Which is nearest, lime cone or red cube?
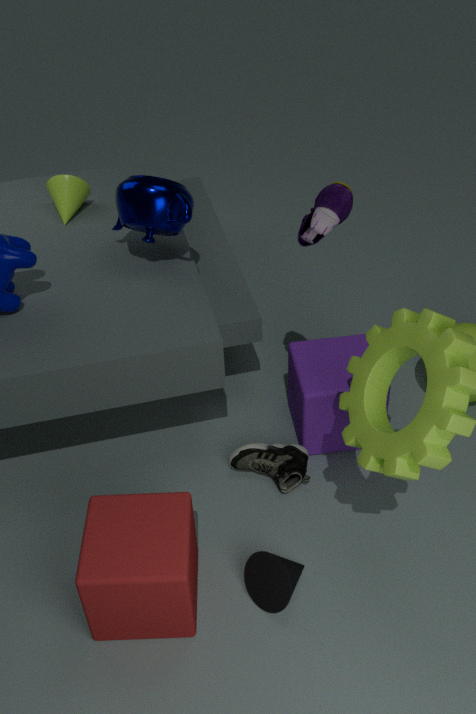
red cube
